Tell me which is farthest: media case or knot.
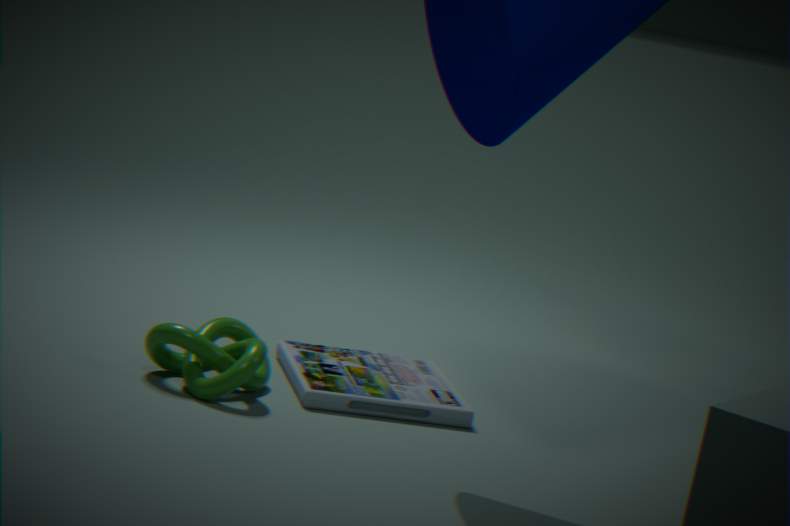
media case
